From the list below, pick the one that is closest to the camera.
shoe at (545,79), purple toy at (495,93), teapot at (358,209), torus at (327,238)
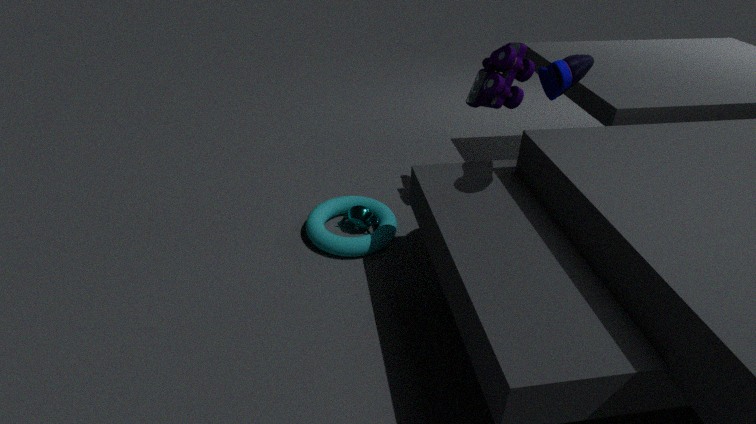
shoe at (545,79)
